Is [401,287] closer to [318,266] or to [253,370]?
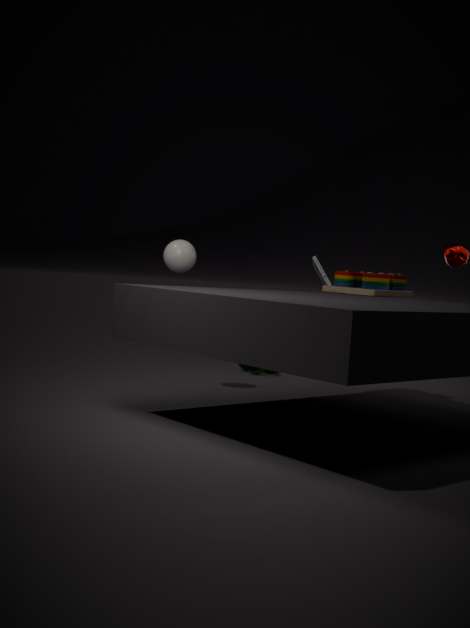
[318,266]
